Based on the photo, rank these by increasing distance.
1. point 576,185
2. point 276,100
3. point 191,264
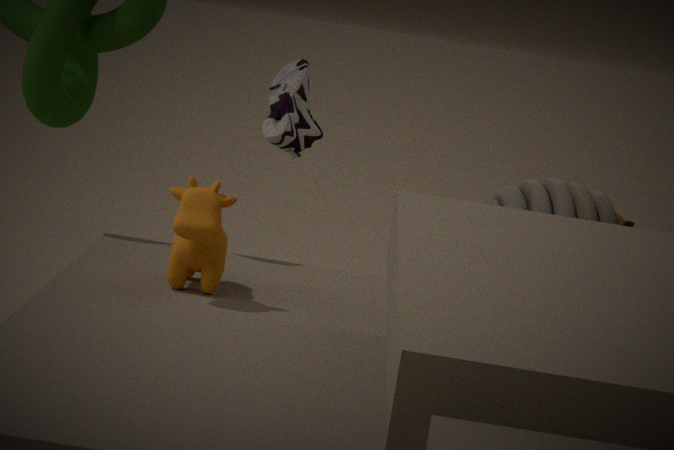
1. point 191,264
2. point 576,185
3. point 276,100
